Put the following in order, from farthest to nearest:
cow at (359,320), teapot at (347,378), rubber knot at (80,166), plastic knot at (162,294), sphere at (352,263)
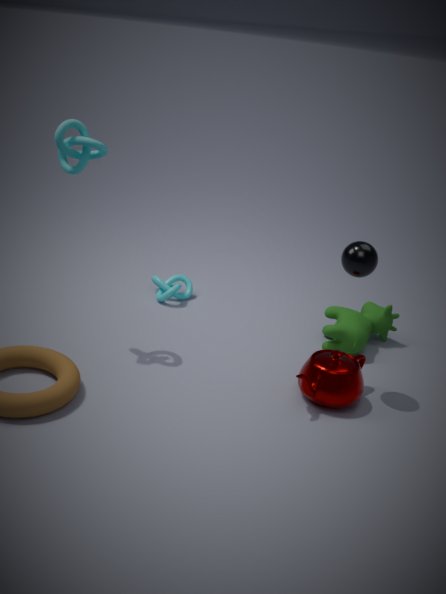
plastic knot at (162,294)
cow at (359,320)
rubber knot at (80,166)
teapot at (347,378)
sphere at (352,263)
